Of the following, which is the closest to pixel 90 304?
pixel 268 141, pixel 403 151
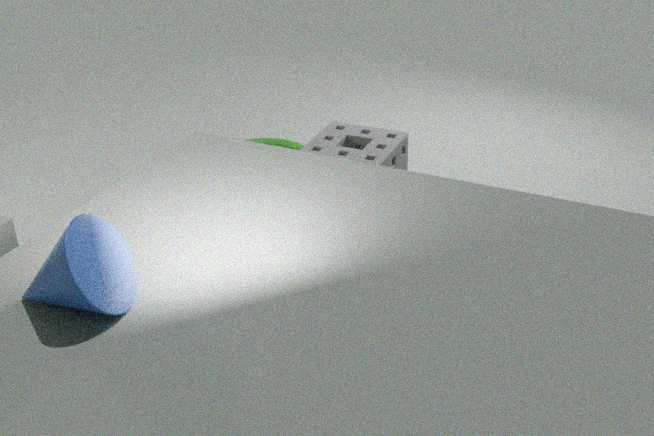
pixel 403 151
